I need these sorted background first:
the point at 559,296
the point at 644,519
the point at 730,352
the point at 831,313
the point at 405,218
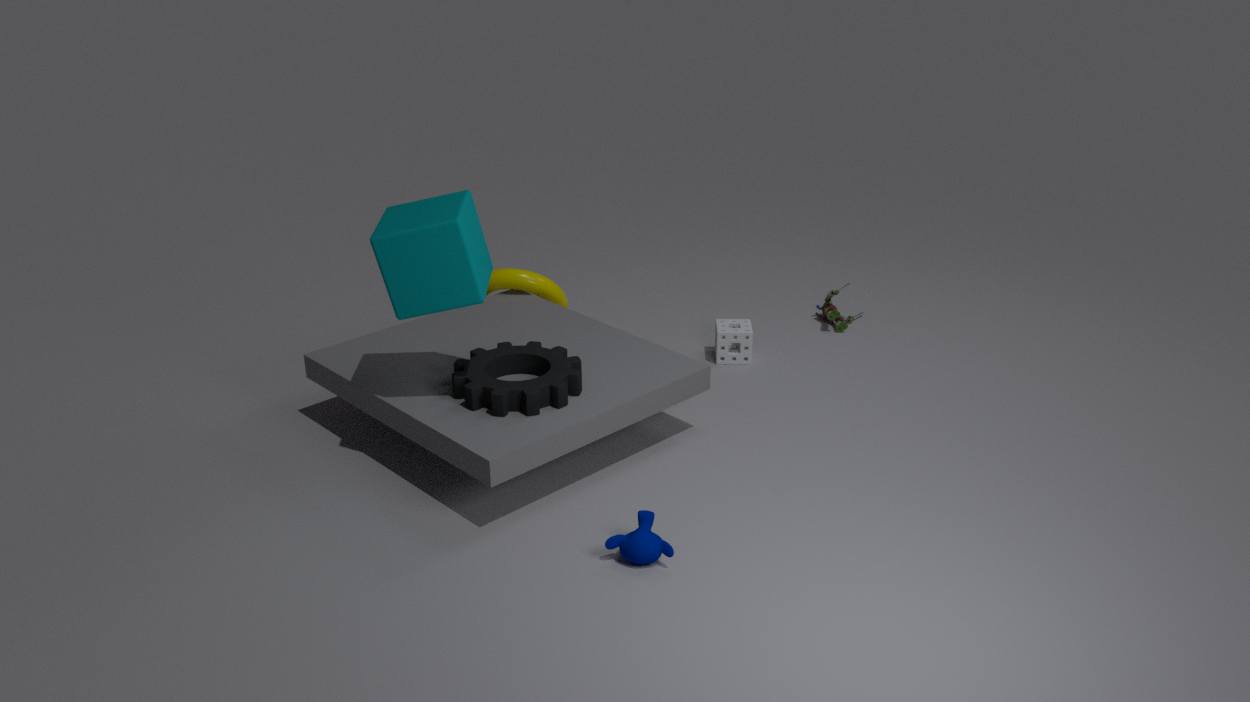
the point at 831,313
the point at 559,296
the point at 730,352
the point at 405,218
the point at 644,519
